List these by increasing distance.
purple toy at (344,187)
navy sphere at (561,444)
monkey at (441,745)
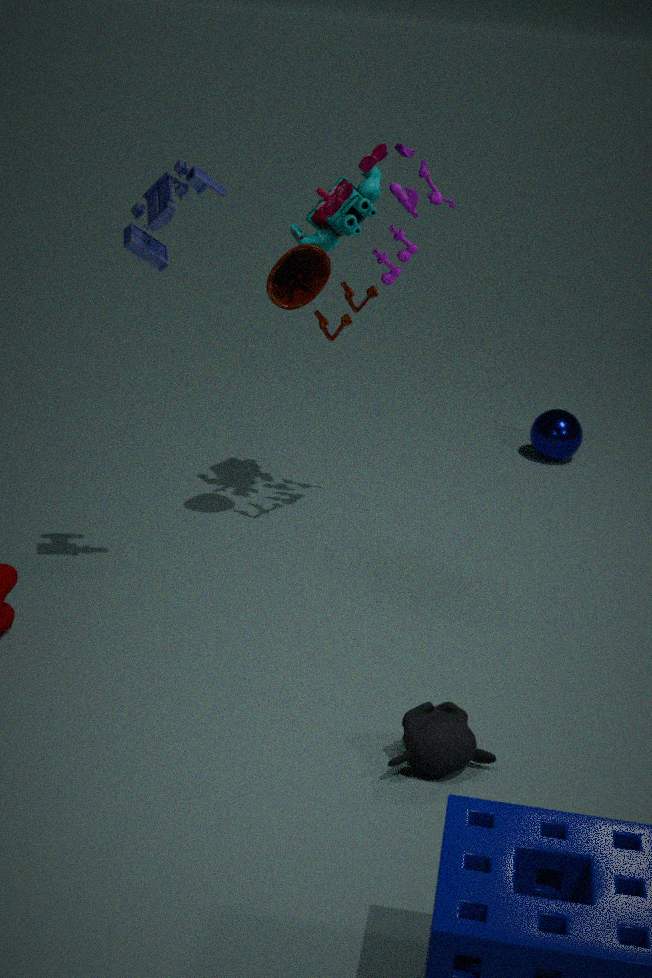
1. monkey at (441,745)
2. purple toy at (344,187)
3. navy sphere at (561,444)
